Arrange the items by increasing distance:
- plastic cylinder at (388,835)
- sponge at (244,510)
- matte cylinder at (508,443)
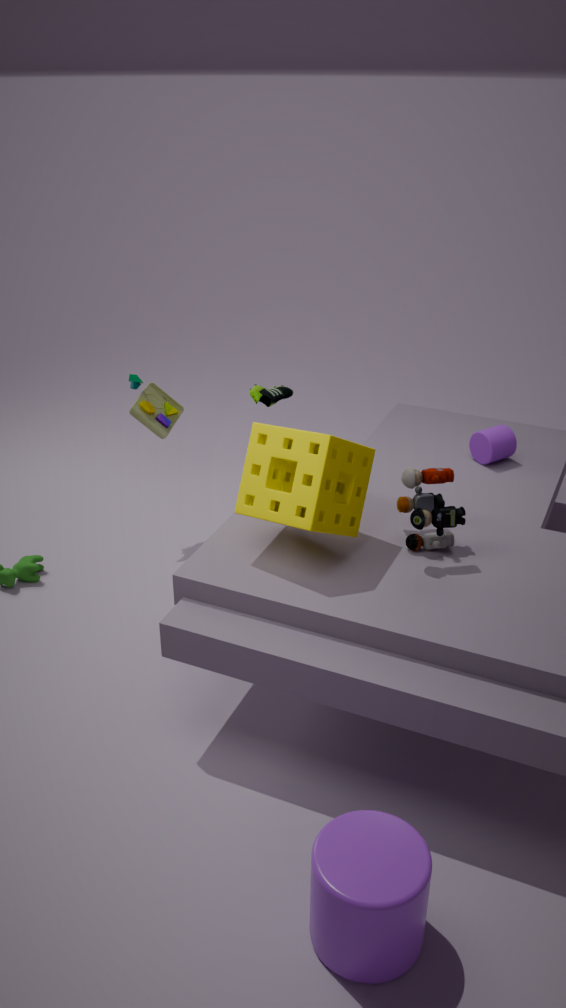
plastic cylinder at (388,835)
sponge at (244,510)
matte cylinder at (508,443)
